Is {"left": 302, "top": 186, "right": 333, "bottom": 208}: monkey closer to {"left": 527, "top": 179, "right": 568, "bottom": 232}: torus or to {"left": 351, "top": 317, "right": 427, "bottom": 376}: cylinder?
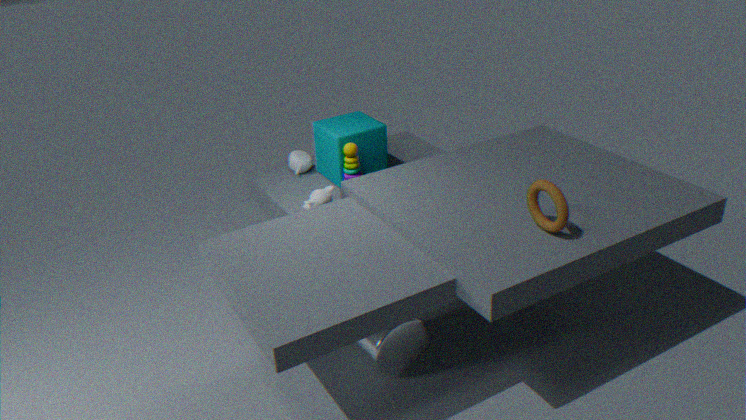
{"left": 351, "top": 317, "right": 427, "bottom": 376}: cylinder
